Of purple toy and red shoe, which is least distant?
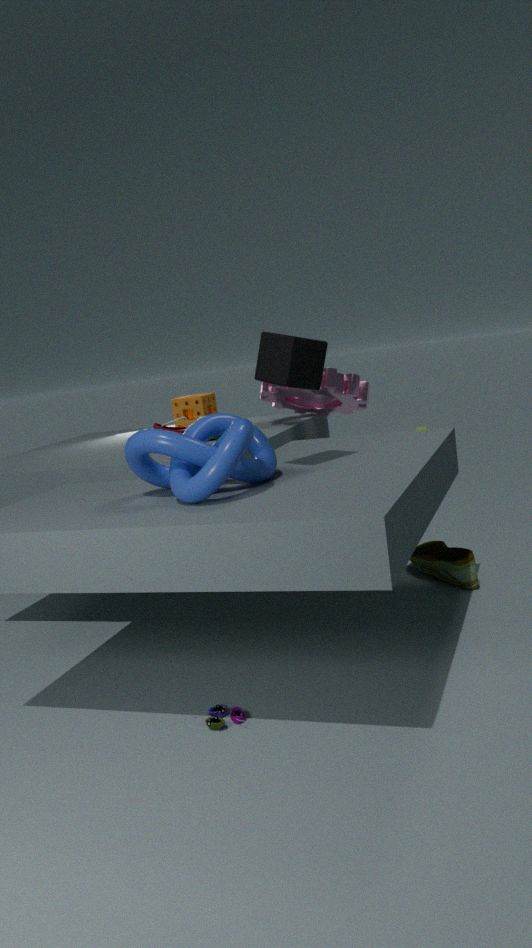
purple toy
